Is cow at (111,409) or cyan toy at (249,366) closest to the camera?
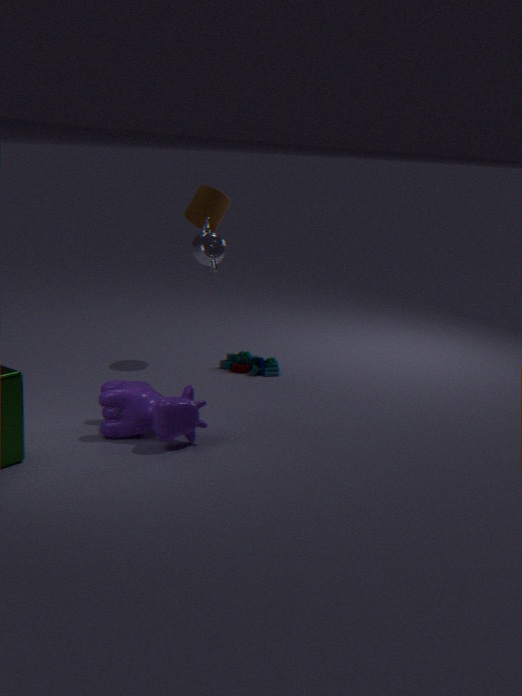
cow at (111,409)
